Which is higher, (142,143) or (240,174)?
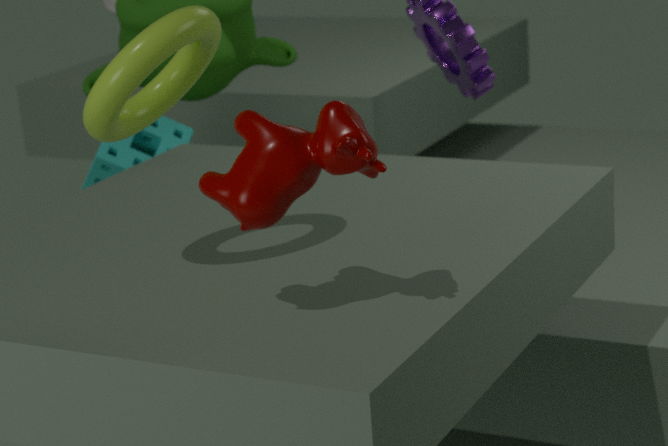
(240,174)
